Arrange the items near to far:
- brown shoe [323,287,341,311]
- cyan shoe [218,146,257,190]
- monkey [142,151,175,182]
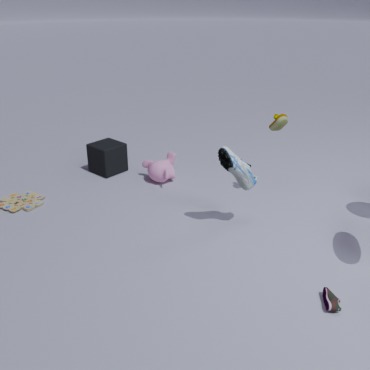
1. brown shoe [323,287,341,311]
2. cyan shoe [218,146,257,190]
3. monkey [142,151,175,182]
